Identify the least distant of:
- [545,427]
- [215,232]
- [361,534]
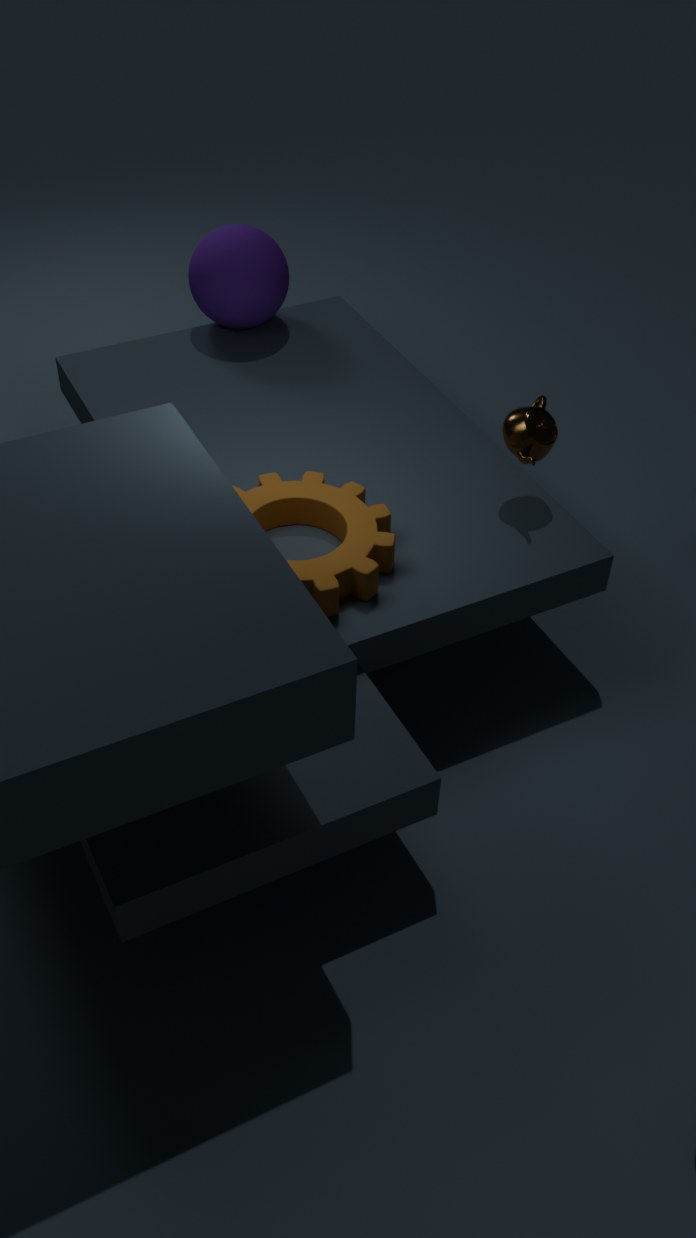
[361,534]
